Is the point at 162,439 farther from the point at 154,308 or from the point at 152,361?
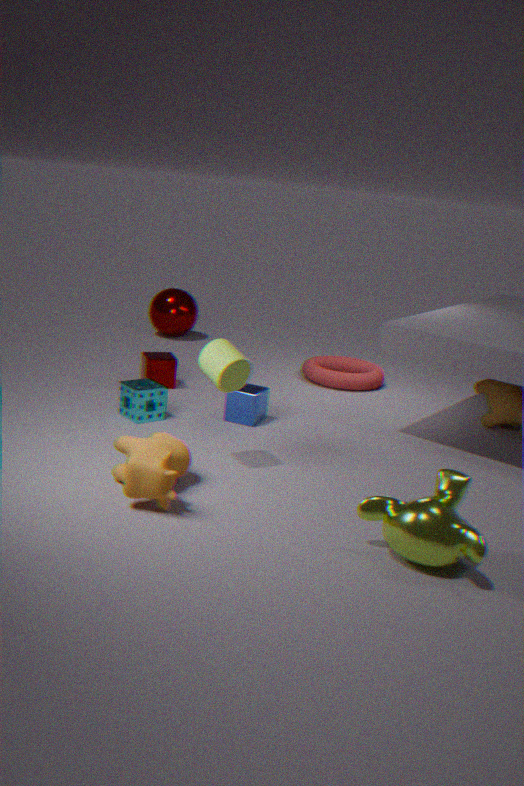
the point at 154,308
